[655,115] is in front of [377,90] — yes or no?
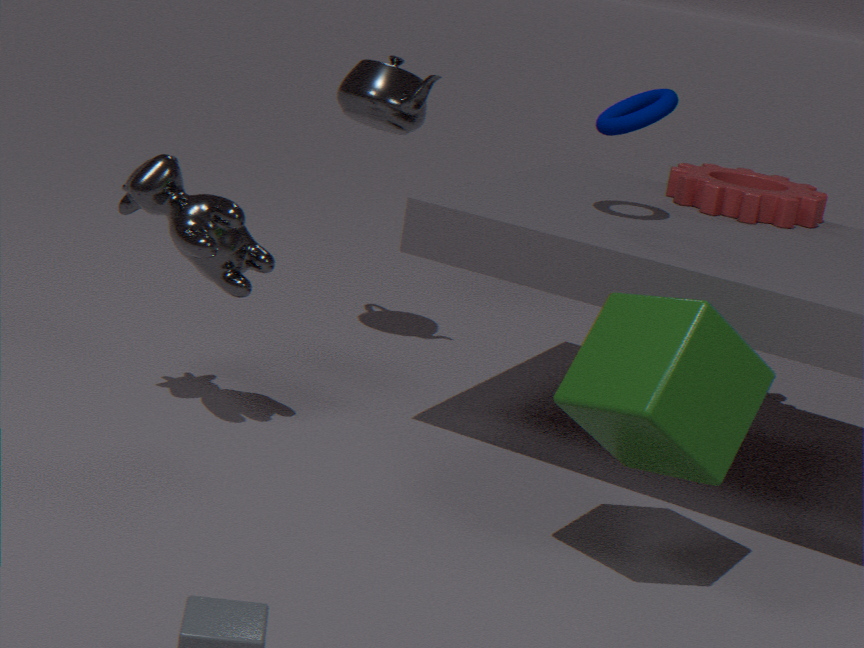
Yes
